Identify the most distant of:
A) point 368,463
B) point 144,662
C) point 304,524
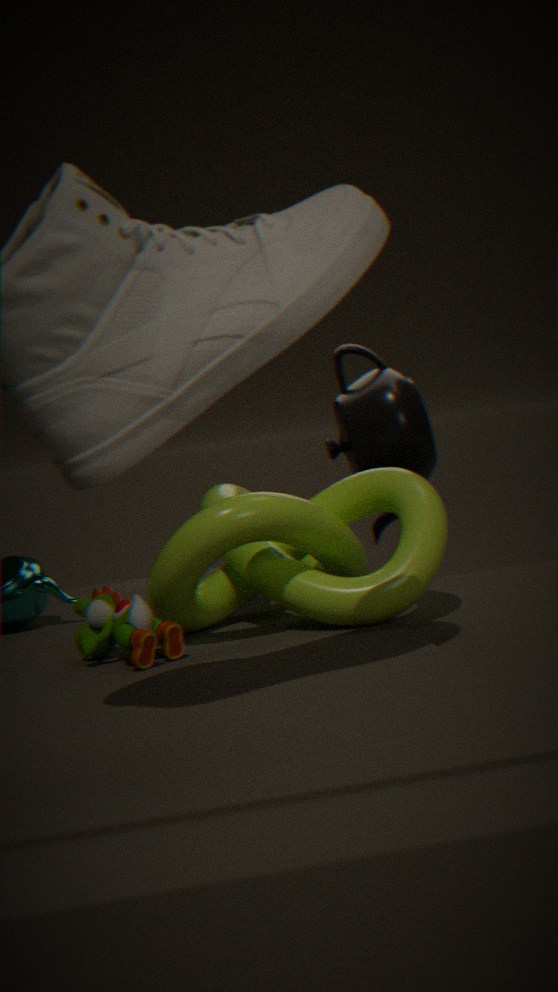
point 368,463
